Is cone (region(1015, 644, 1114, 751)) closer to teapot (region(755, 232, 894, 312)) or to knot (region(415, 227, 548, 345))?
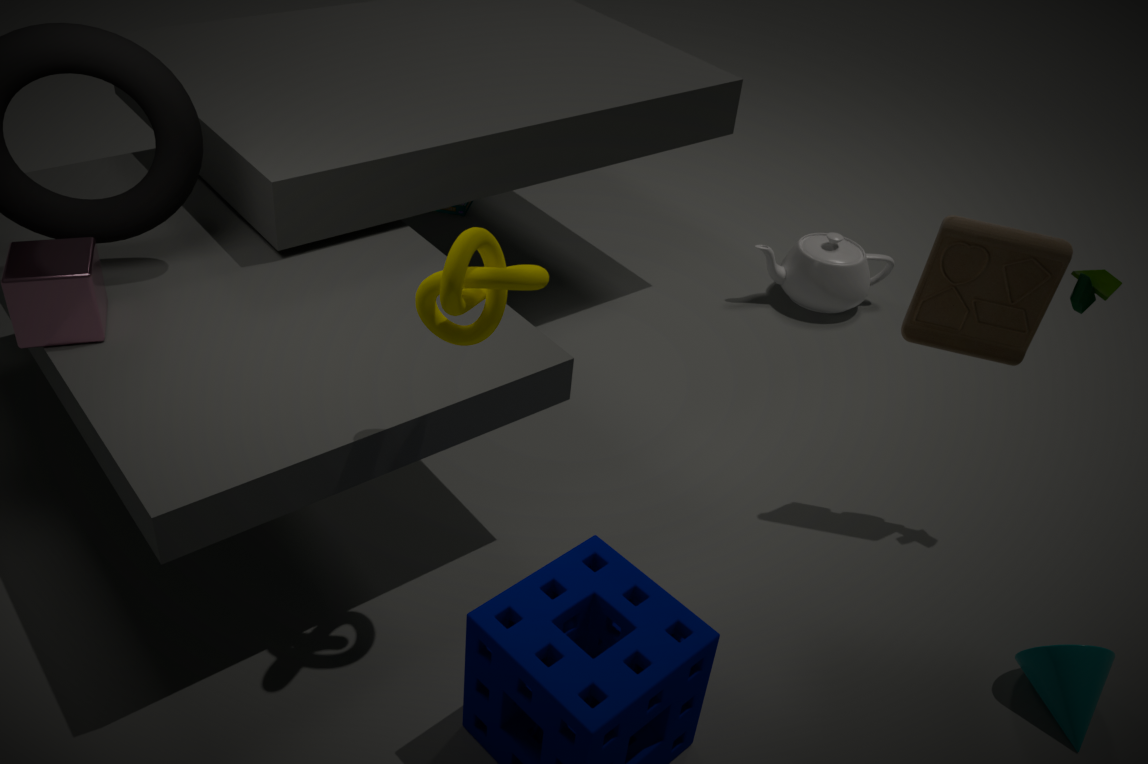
knot (region(415, 227, 548, 345))
